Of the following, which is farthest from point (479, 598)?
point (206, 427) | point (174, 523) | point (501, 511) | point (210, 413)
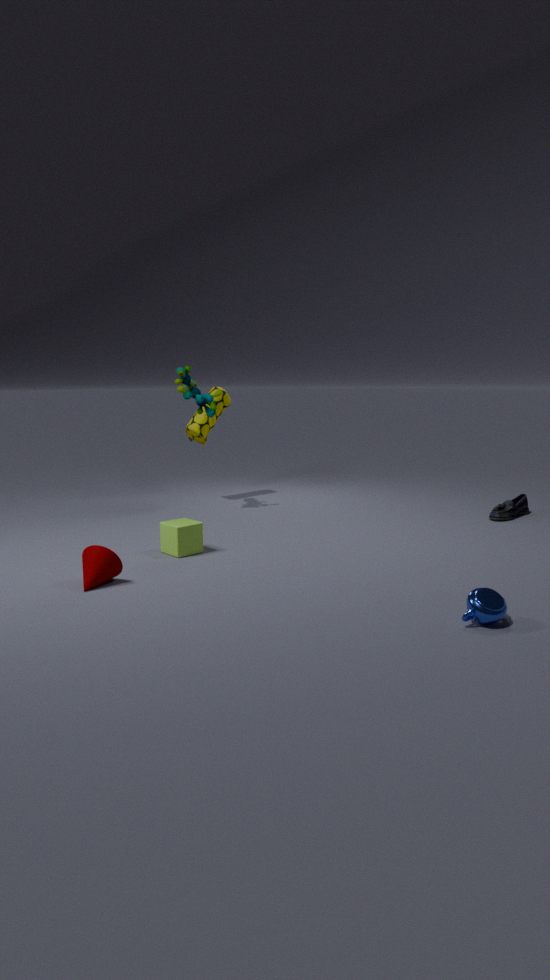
point (206, 427)
